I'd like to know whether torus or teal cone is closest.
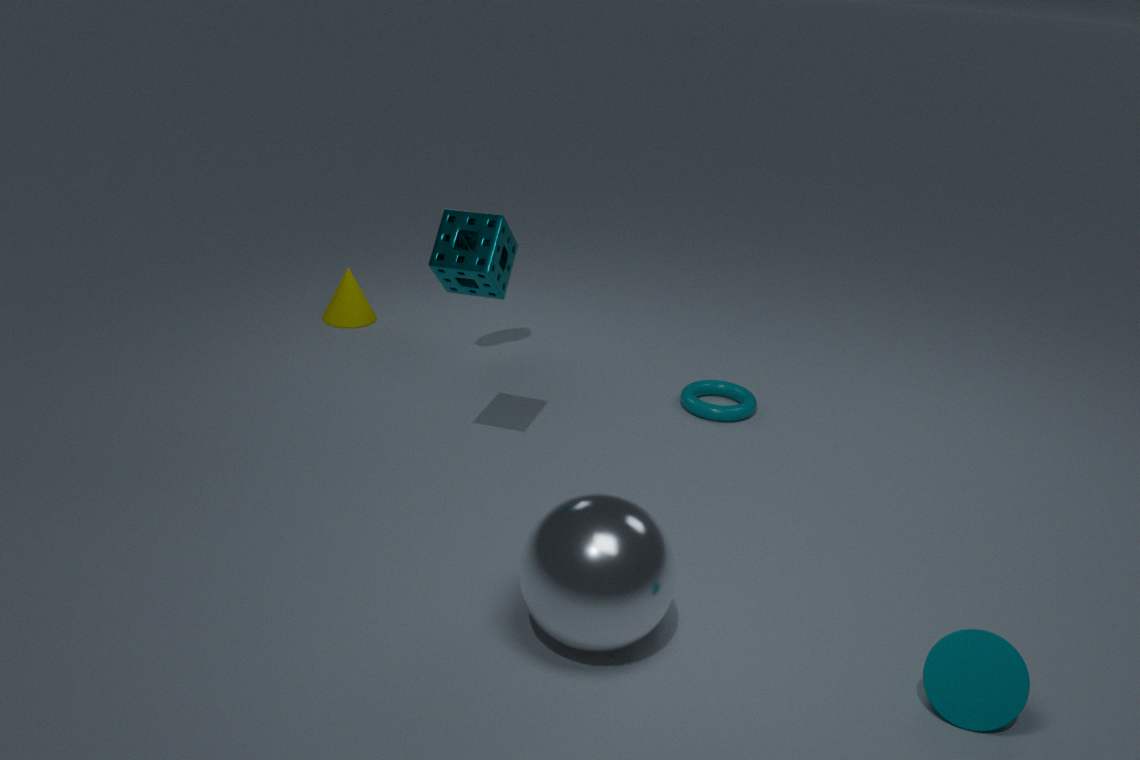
teal cone
